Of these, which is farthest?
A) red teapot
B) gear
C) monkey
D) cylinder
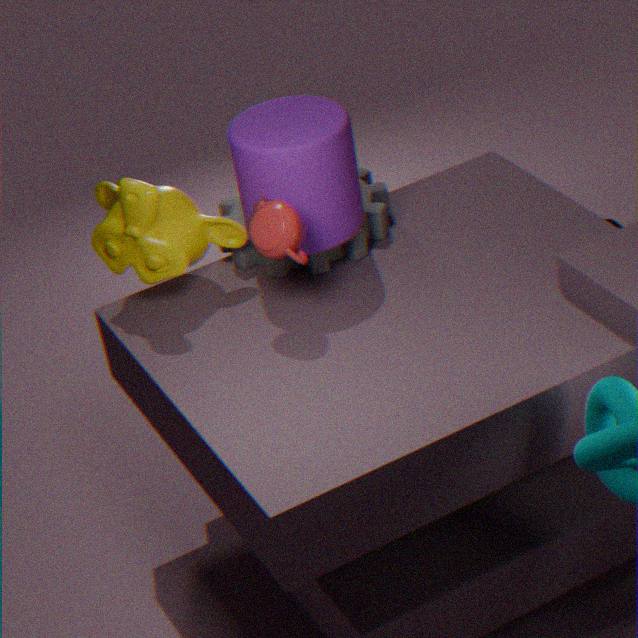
B. gear
